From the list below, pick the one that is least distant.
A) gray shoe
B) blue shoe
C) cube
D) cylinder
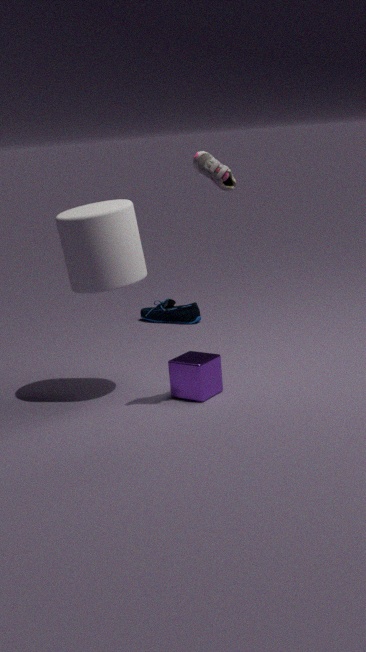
gray shoe
